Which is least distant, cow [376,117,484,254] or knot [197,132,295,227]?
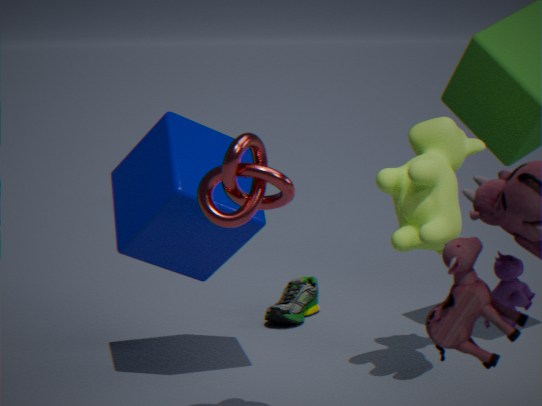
knot [197,132,295,227]
